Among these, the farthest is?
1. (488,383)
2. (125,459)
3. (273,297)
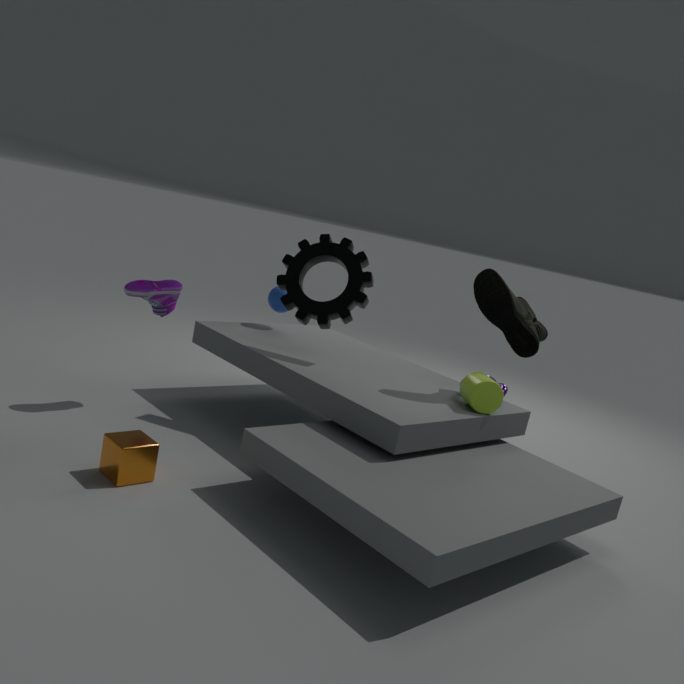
(273,297)
